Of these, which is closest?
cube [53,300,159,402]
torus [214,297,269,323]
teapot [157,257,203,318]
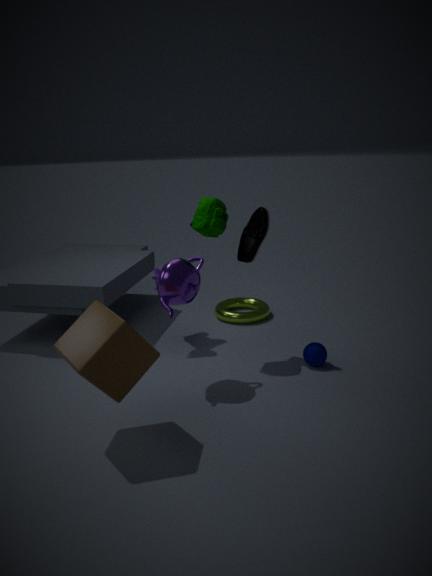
cube [53,300,159,402]
